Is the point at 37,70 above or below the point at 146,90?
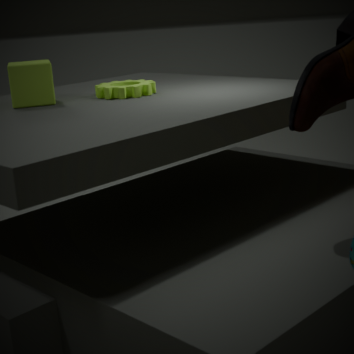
above
